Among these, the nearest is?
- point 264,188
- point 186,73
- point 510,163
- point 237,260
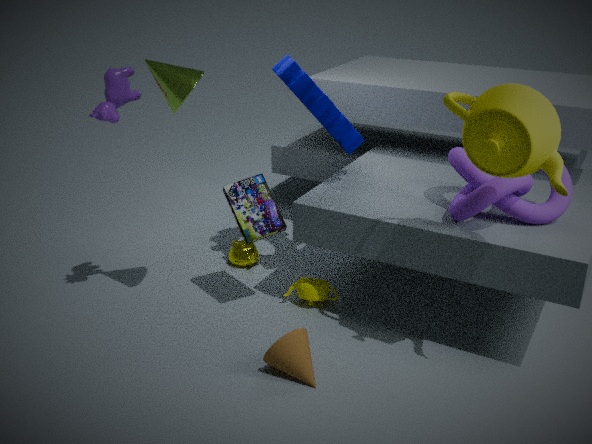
point 510,163
